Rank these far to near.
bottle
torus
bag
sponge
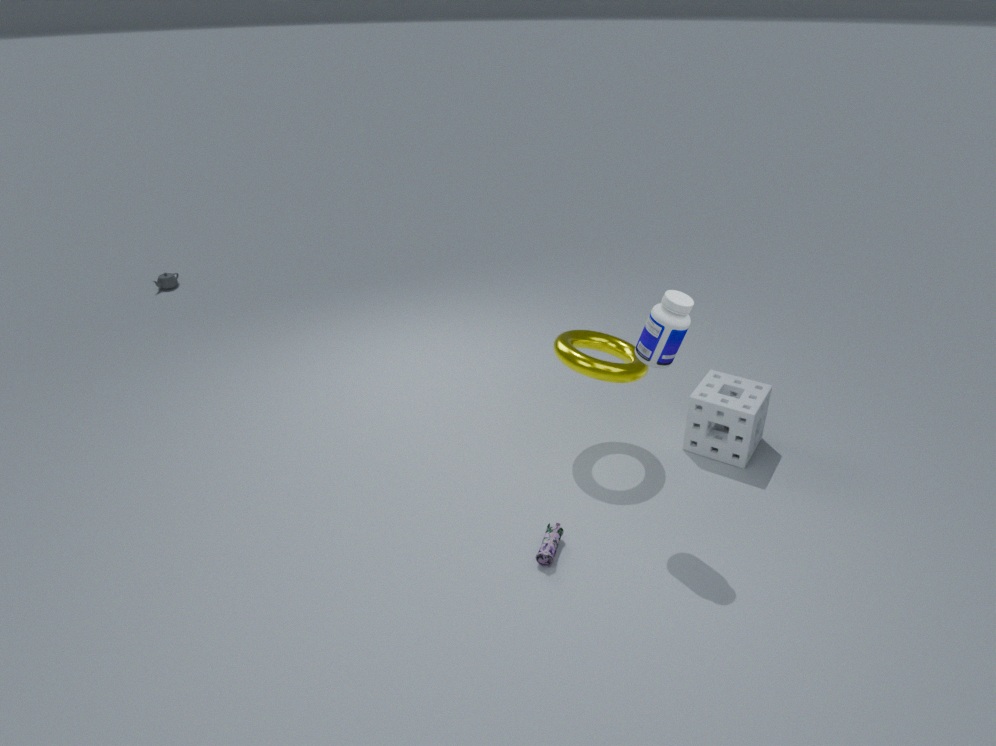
sponge, torus, bag, bottle
